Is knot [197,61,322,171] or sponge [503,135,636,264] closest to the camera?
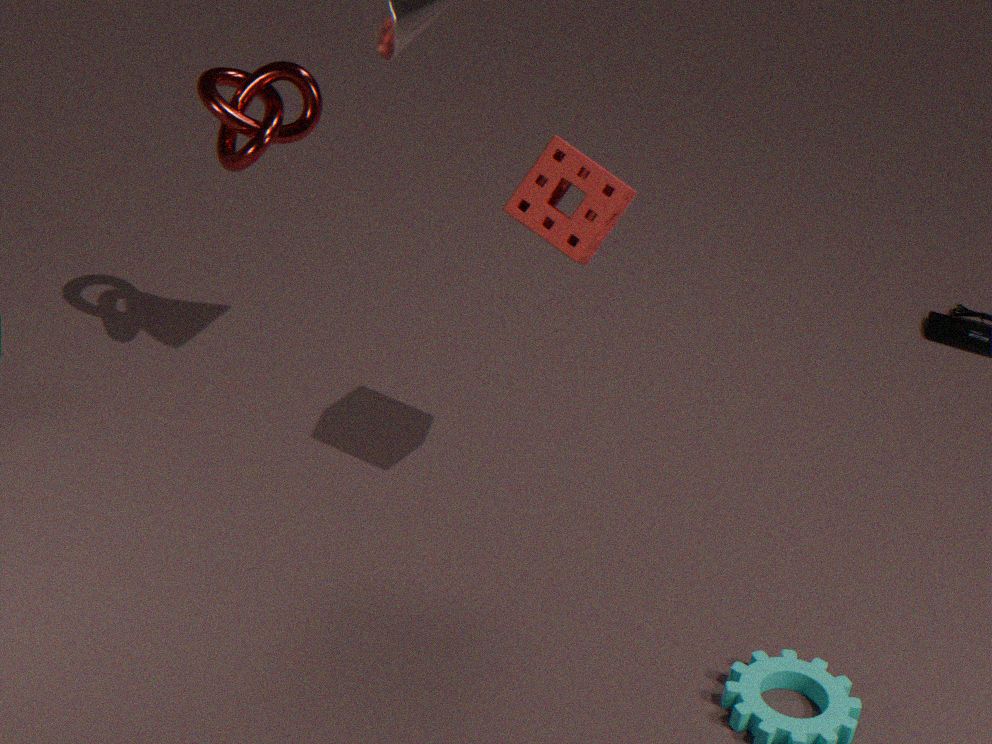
sponge [503,135,636,264]
